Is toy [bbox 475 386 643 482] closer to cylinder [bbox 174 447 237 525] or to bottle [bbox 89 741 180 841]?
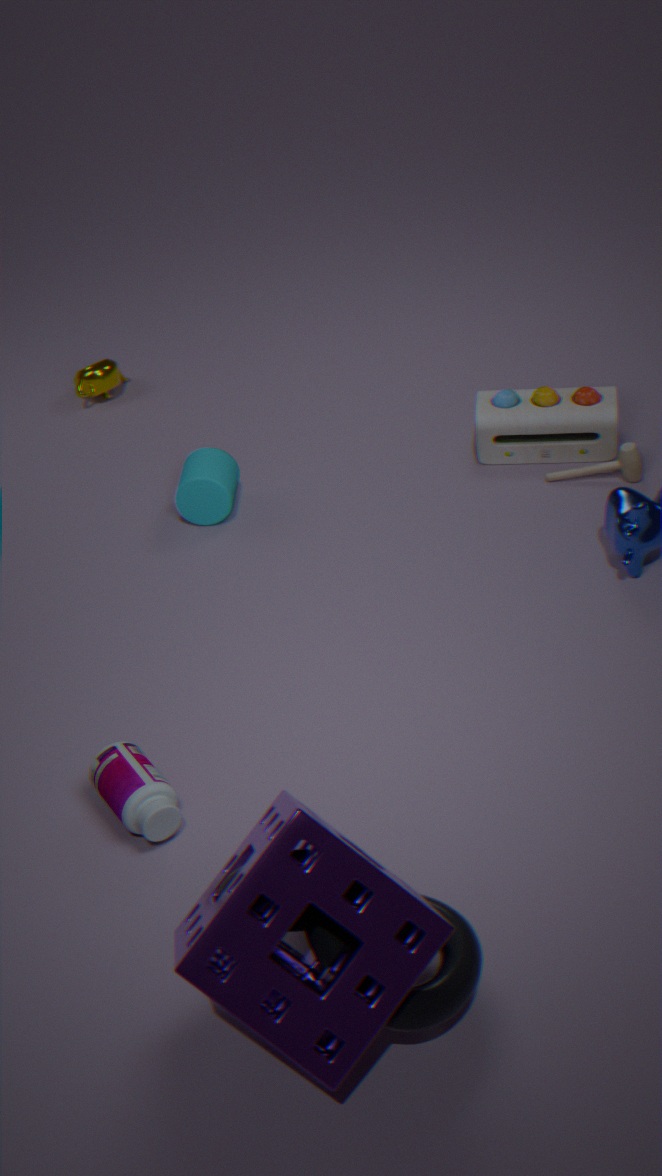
cylinder [bbox 174 447 237 525]
